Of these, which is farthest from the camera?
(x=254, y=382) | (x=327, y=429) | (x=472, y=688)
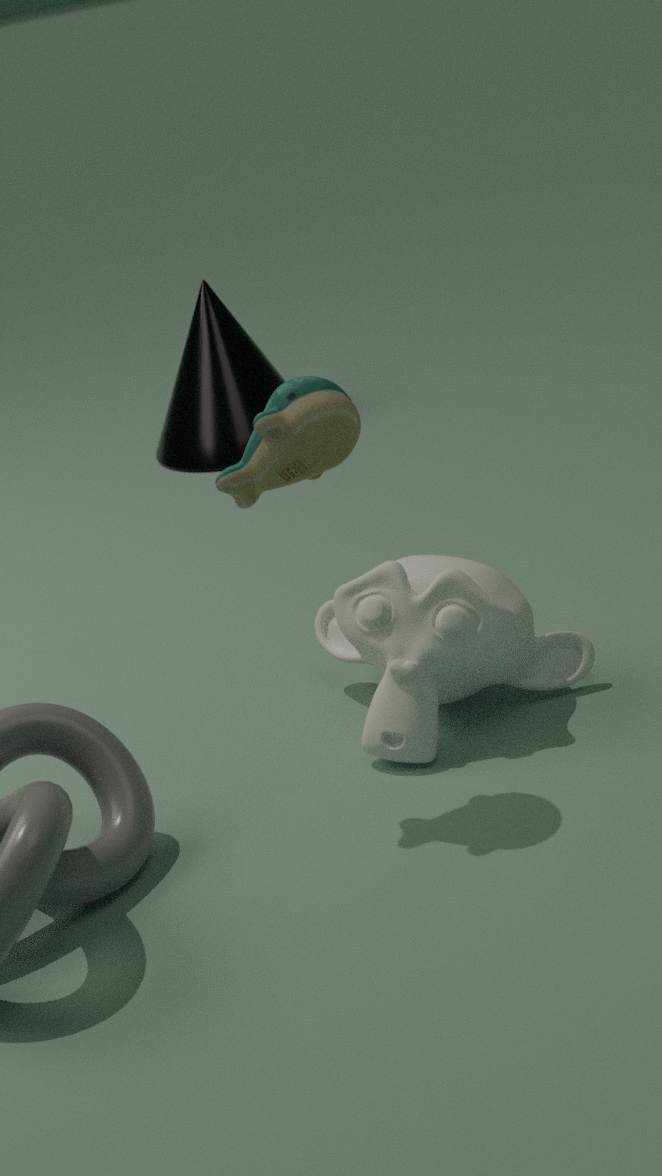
(x=254, y=382)
